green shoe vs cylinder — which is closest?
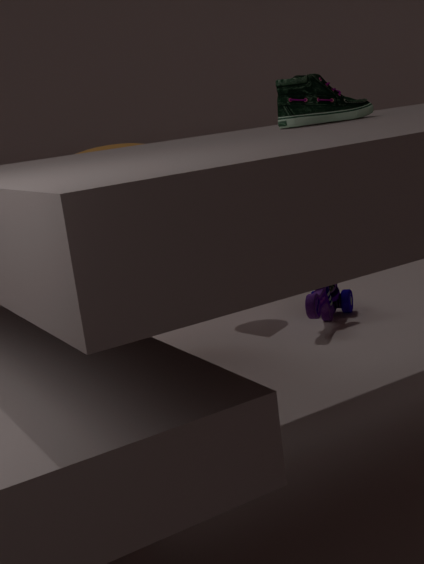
green shoe
